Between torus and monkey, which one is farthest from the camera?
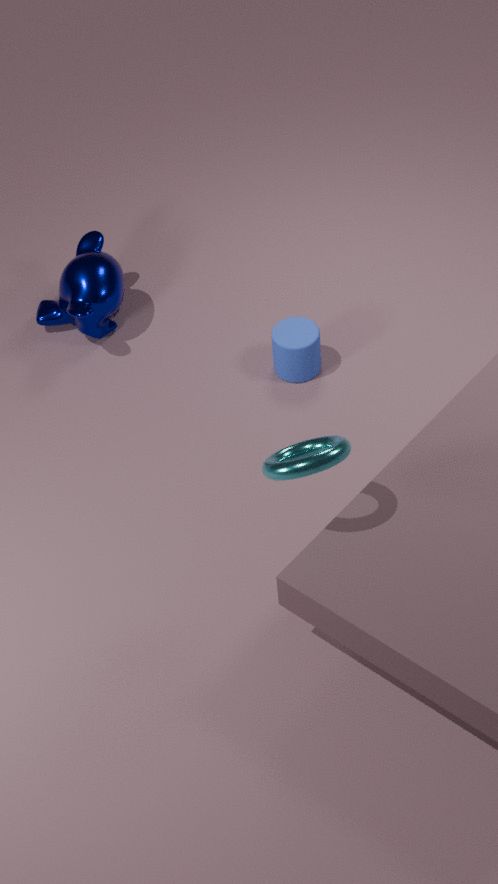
monkey
